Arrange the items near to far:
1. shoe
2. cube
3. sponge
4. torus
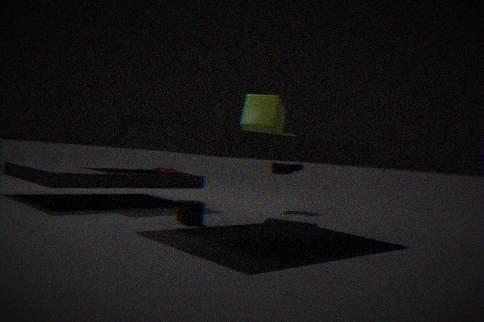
sponge, cube, torus, shoe
